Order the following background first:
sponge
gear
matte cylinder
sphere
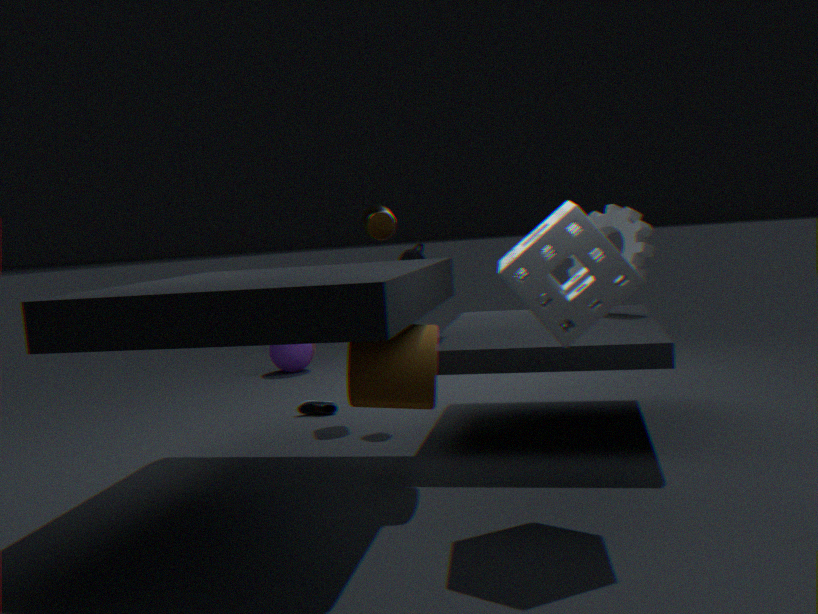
sphere
gear
matte cylinder
sponge
